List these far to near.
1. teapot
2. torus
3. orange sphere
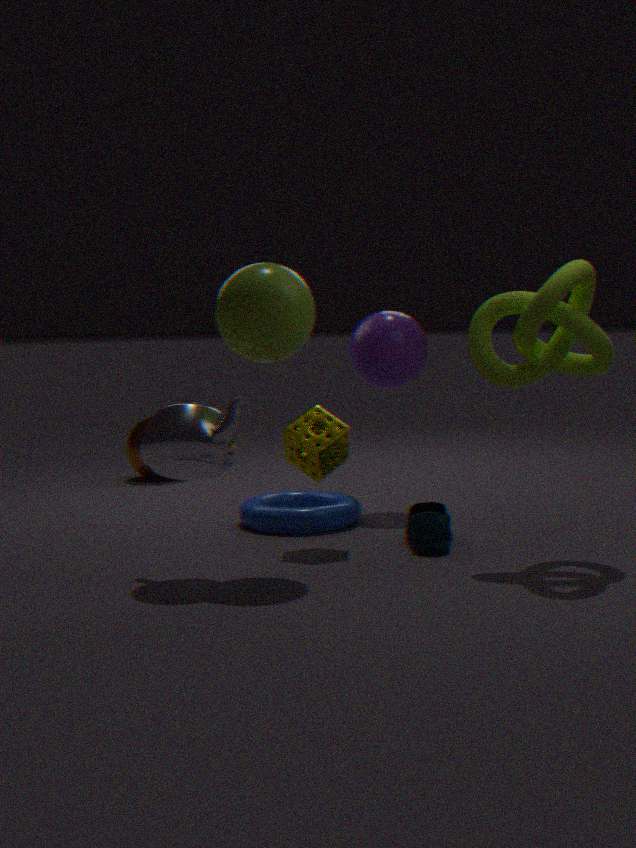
orange sphere, torus, teapot
